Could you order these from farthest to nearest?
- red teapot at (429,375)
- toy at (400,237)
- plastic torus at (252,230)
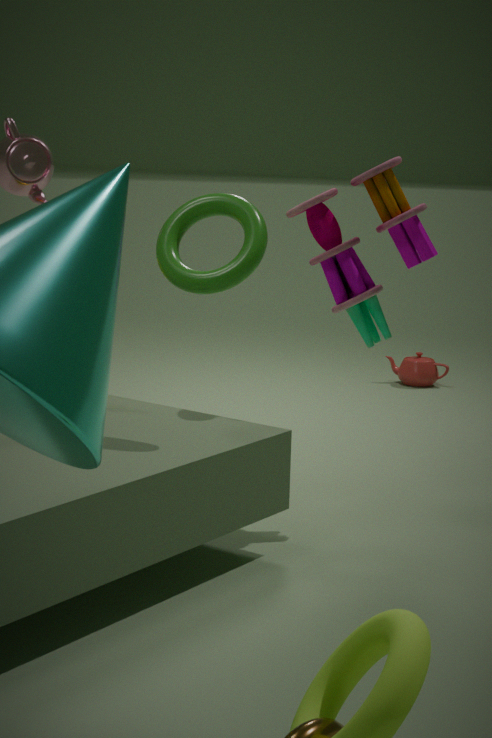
red teapot at (429,375)
toy at (400,237)
plastic torus at (252,230)
